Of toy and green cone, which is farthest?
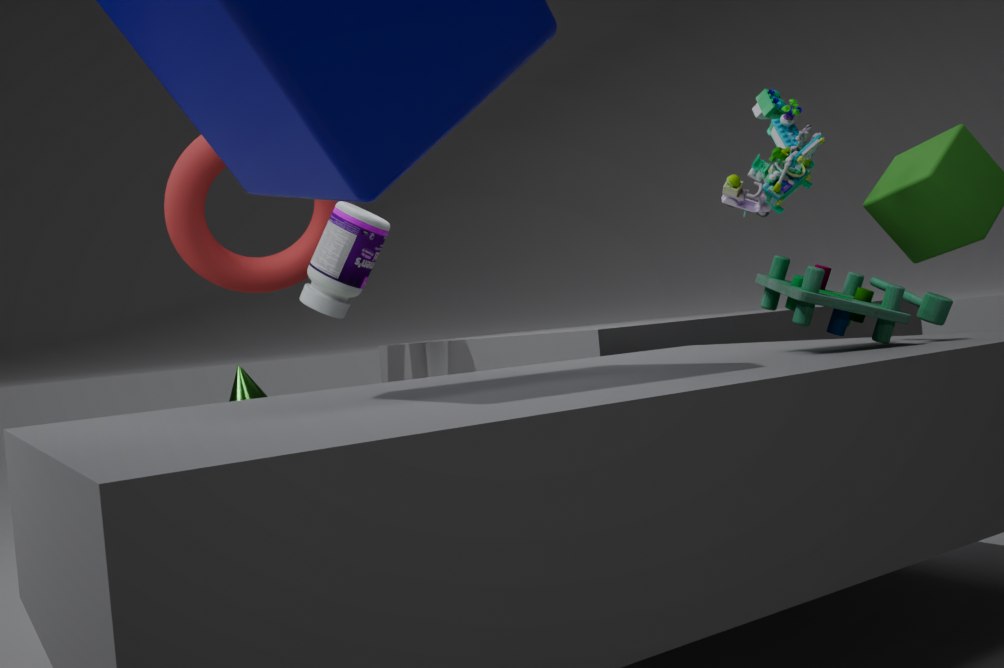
green cone
